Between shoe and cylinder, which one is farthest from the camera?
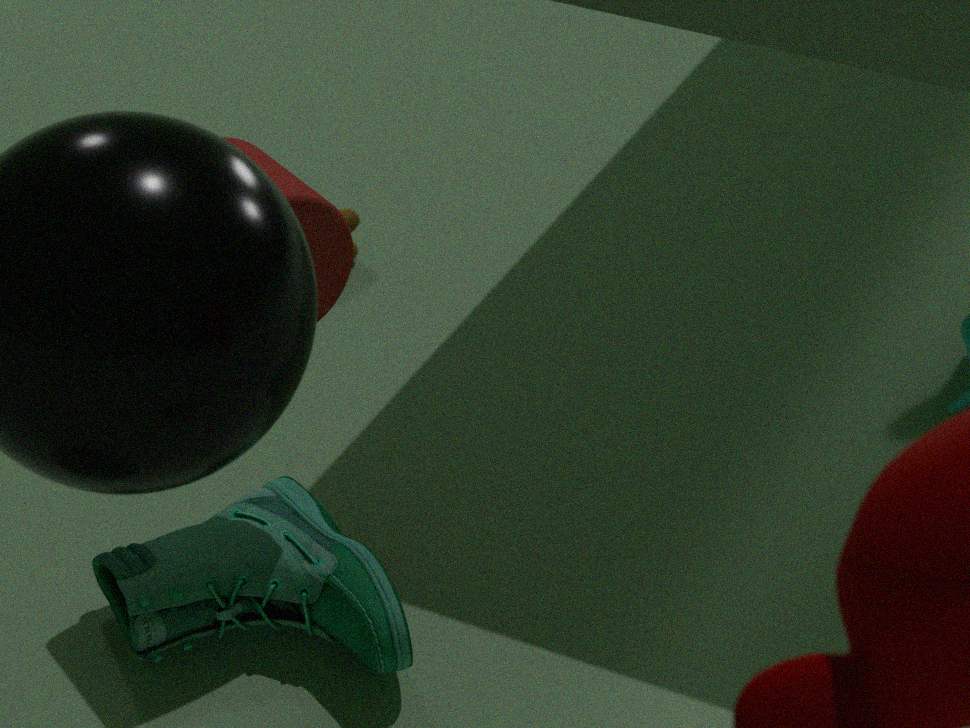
shoe
